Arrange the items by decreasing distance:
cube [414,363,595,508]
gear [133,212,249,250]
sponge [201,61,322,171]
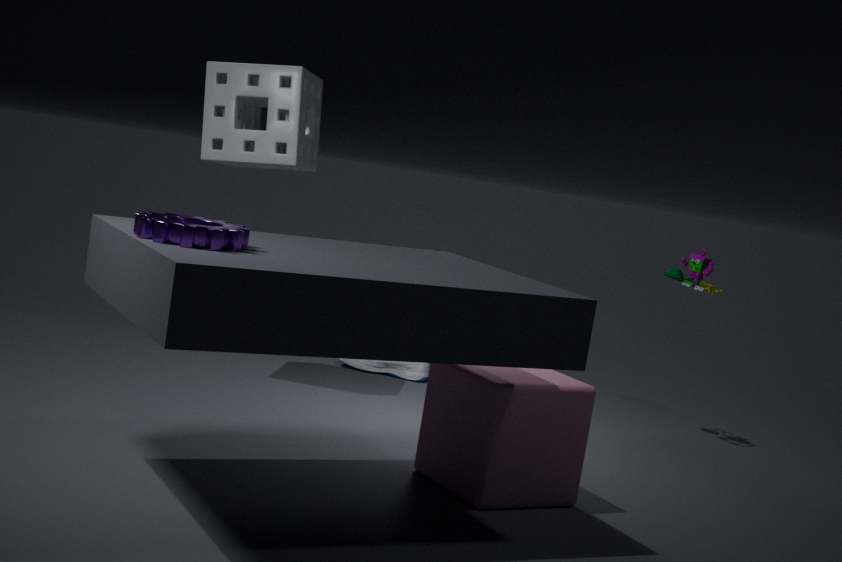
sponge [201,61,322,171], cube [414,363,595,508], gear [133,212,249,250]
